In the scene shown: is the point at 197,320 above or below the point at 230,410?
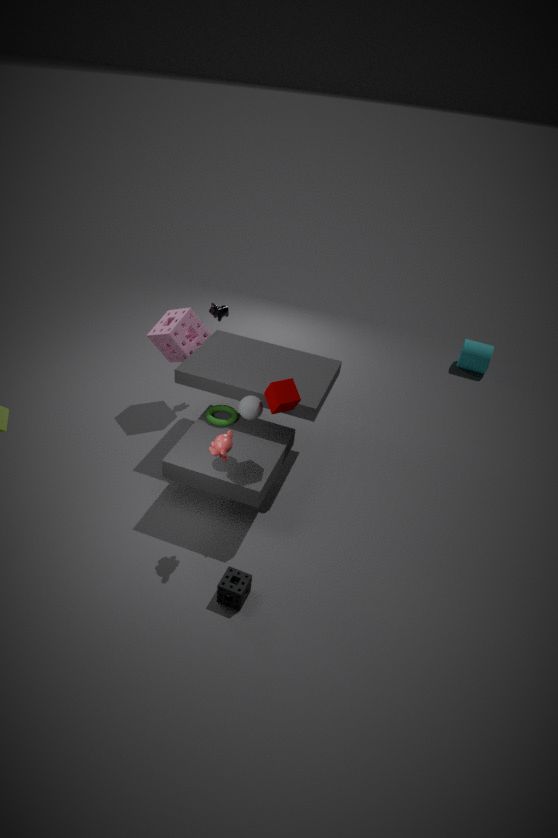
above
